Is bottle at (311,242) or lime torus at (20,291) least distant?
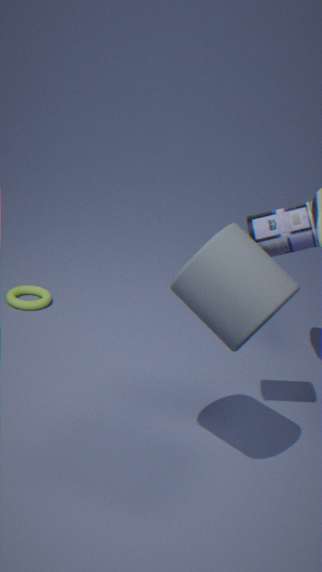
bottle at (311,242)
